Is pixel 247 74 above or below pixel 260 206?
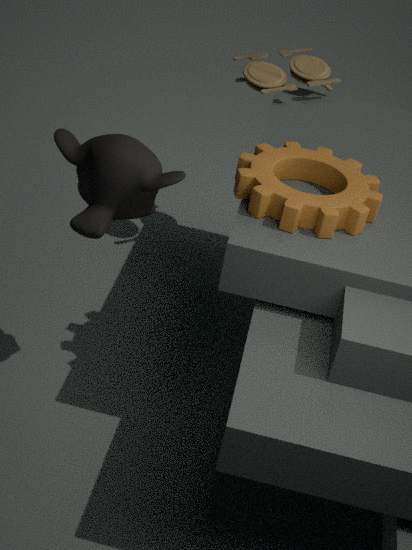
above
